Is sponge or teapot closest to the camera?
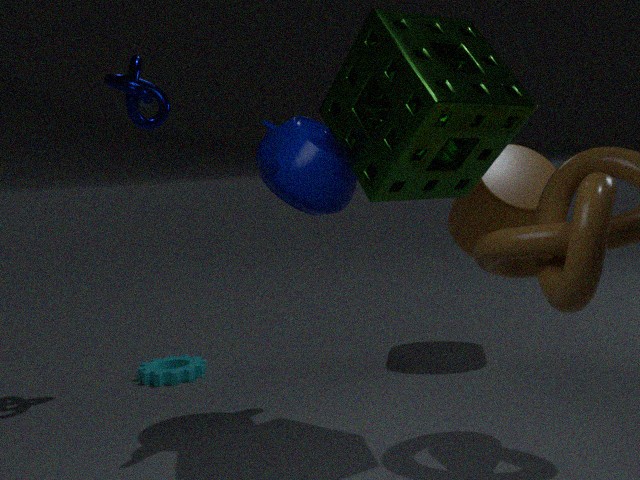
sponge
